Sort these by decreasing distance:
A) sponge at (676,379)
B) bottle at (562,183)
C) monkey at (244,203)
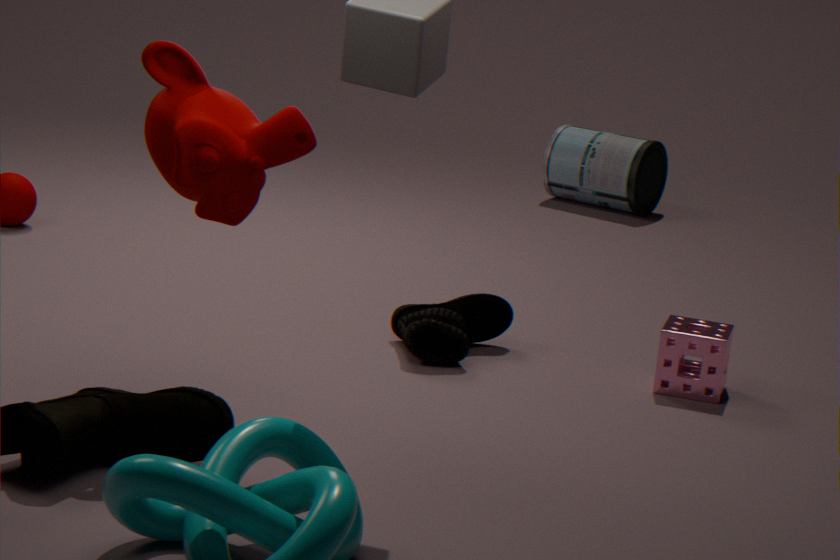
bottle at (562,183) → sponge at (676,379) → monkey at (244,203)
